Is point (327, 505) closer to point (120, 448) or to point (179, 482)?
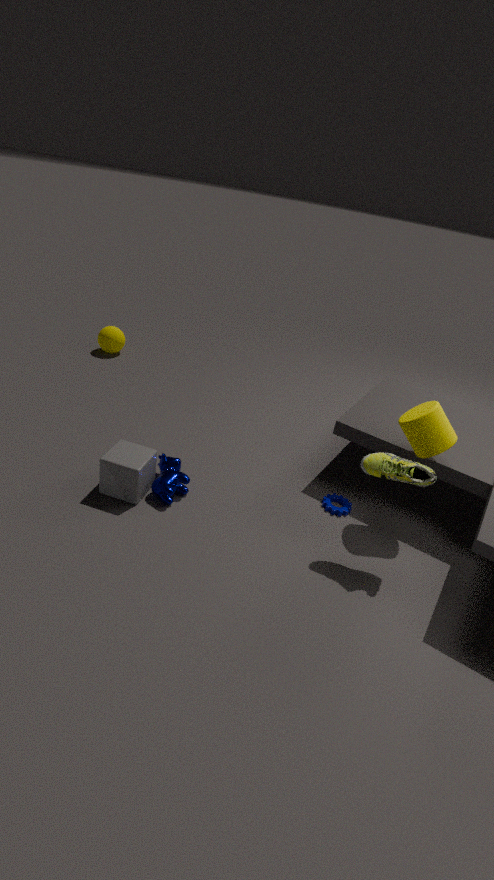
point (179, 482)
